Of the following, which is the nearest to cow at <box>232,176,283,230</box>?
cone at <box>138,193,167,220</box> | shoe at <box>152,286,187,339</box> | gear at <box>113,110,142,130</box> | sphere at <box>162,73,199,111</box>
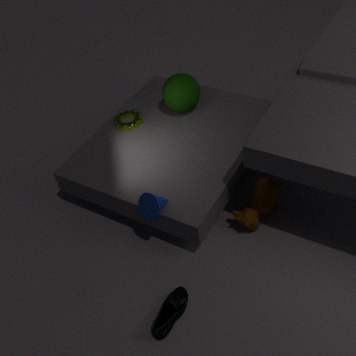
cone at <box>138,193,167,220</box>
